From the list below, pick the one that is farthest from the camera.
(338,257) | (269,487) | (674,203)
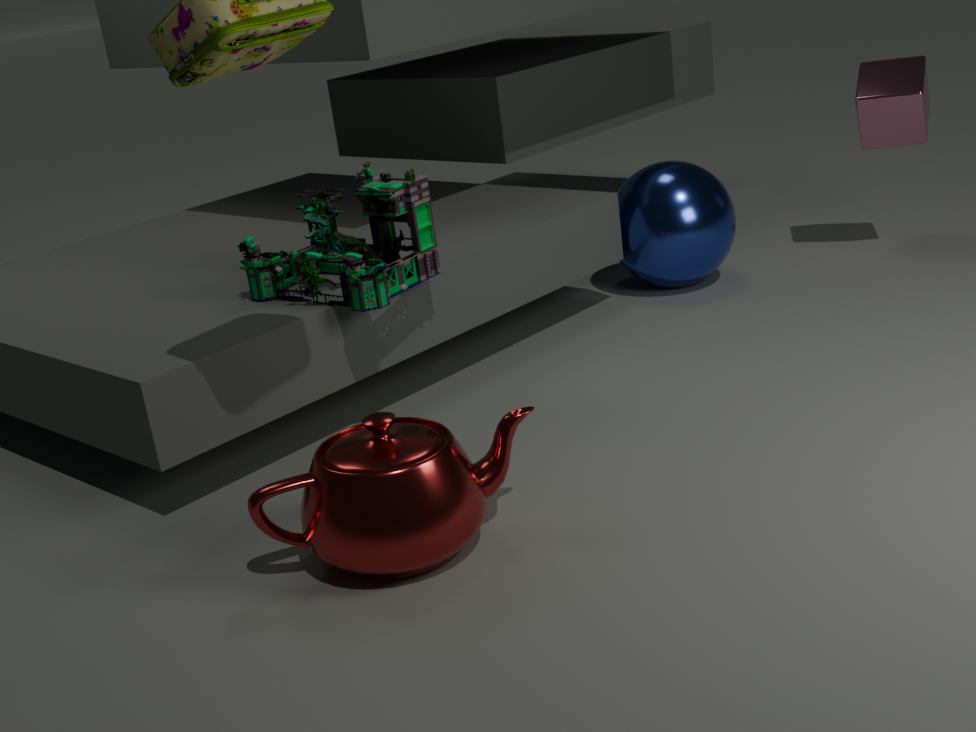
(674,203)
